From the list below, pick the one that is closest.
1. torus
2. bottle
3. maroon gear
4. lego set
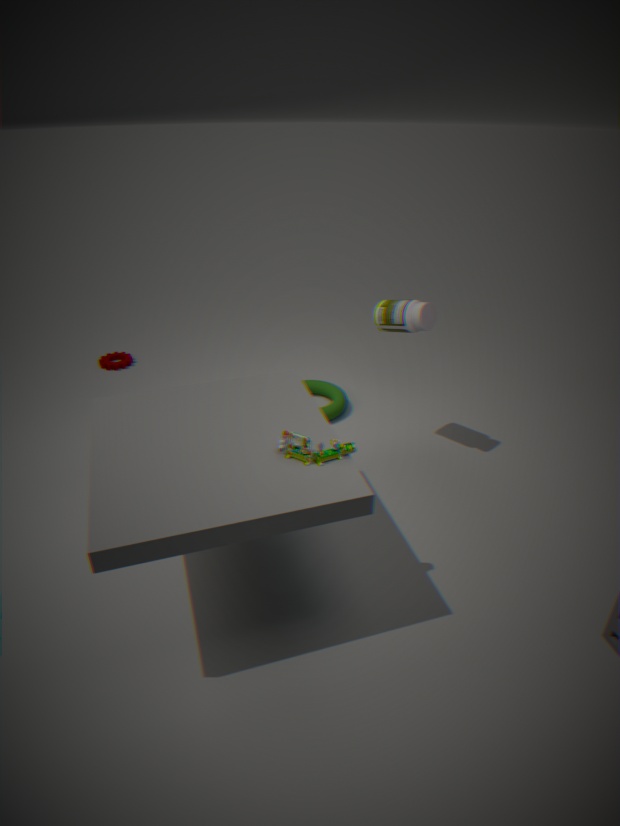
lego set
